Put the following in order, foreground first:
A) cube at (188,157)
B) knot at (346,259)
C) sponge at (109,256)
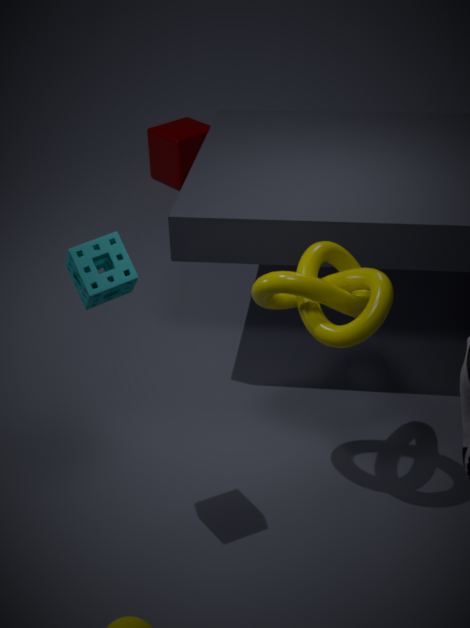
sponge at (109,256) < knot at (346,259) < cube at (188,157)
